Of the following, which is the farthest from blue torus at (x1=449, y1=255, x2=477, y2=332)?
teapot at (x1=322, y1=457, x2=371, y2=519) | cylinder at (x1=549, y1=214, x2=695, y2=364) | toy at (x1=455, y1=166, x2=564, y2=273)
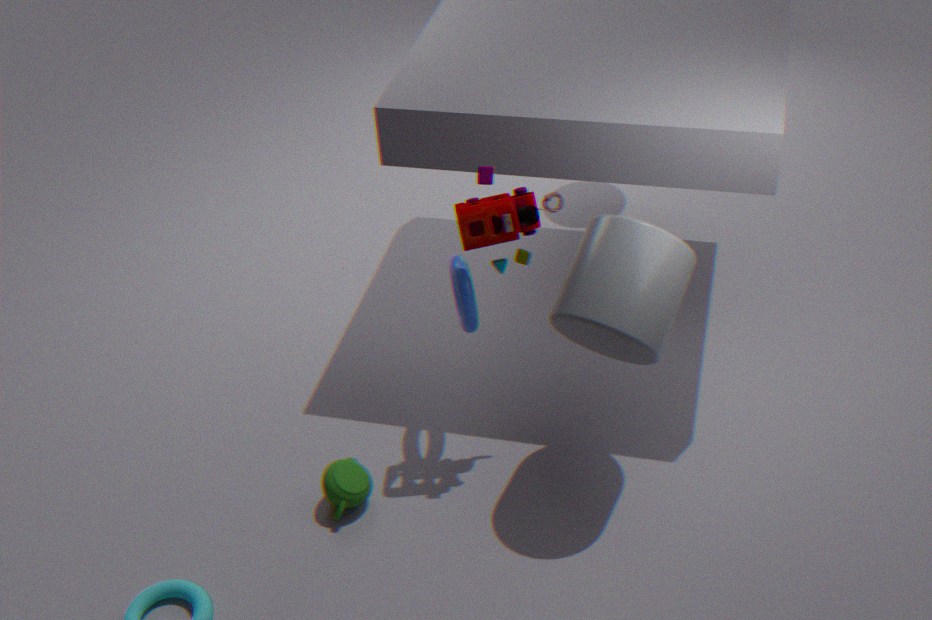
teapot at (x1=322, y1=457, x2=371, y2=519)
